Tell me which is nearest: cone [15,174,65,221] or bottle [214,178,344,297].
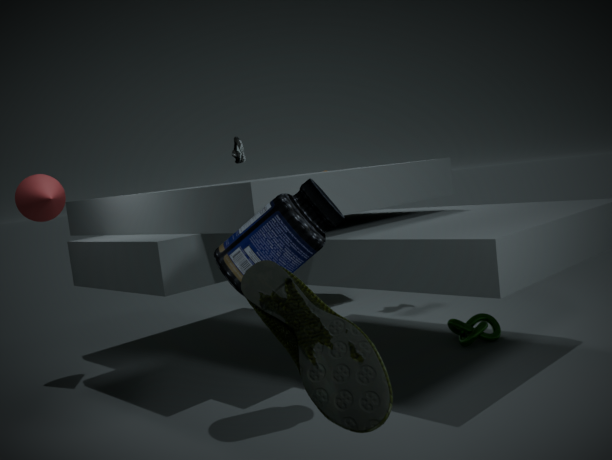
bottle [214,178,344,297]
